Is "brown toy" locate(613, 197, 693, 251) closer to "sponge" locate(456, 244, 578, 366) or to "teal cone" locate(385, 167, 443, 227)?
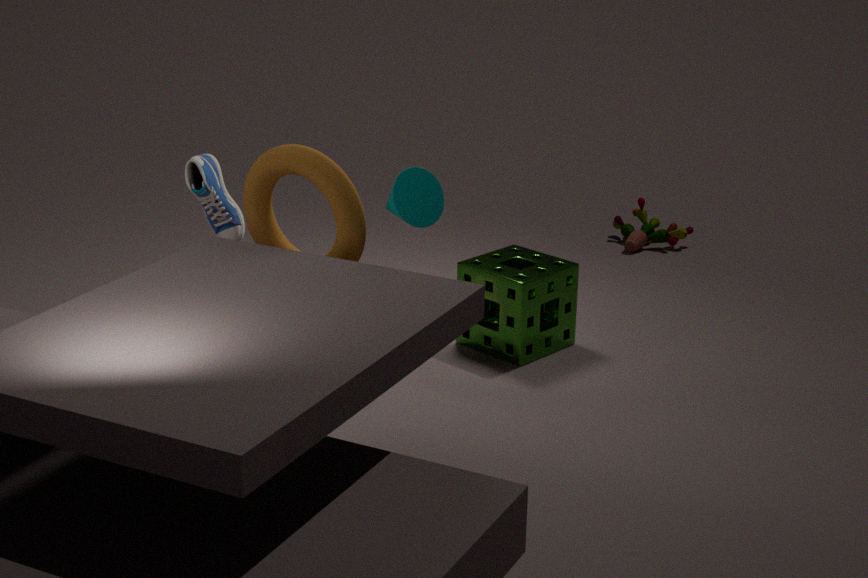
"sponge" locate(456, 244, 578, 366)
